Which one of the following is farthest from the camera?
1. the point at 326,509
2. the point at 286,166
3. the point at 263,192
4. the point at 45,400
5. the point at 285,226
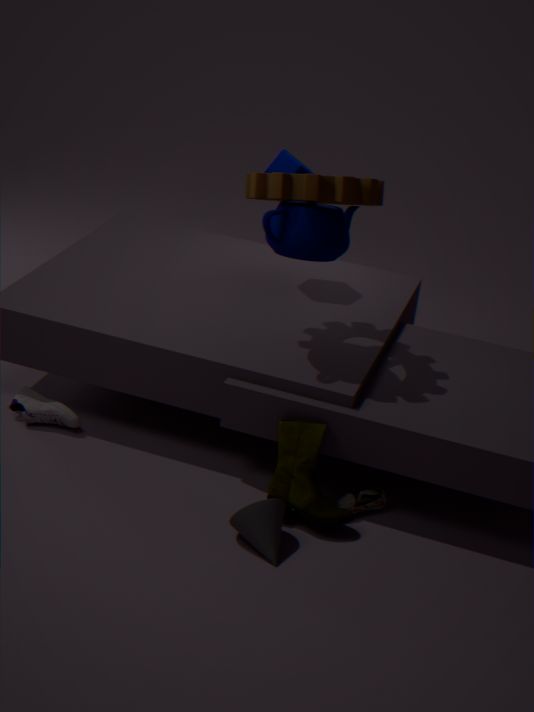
the point at 286,166
